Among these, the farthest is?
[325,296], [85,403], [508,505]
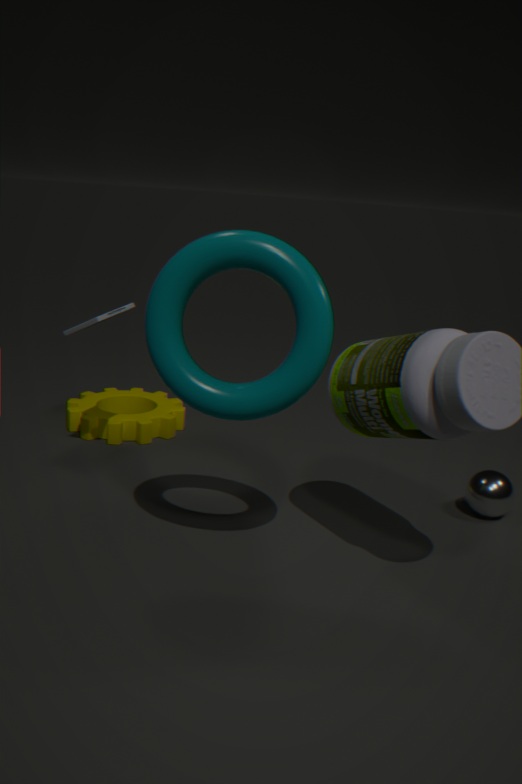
[85,403]
